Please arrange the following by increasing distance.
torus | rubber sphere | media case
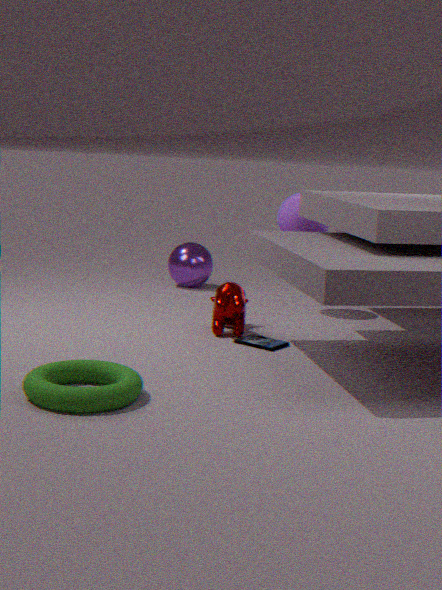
torus → media case → rubber sphere
